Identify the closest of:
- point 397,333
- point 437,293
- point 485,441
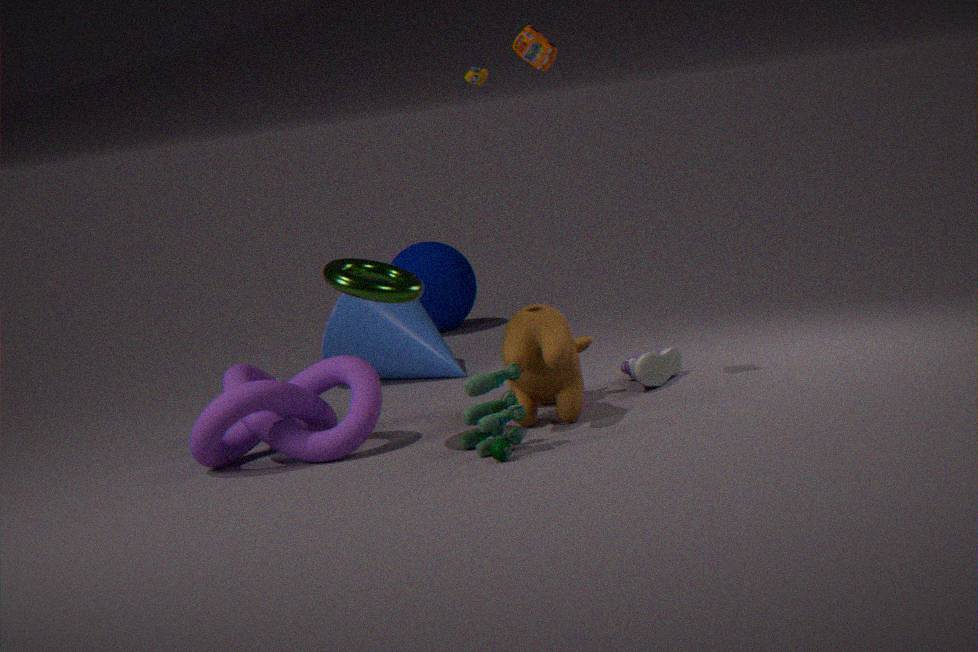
point 485,441
